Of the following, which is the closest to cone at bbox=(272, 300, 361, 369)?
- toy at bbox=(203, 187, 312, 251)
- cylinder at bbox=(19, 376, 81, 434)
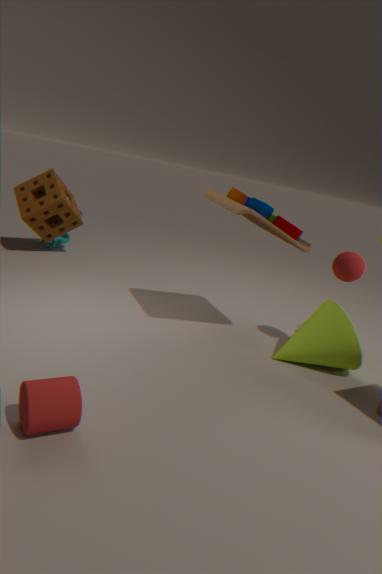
toy at bbox=(203, 187, 312, 251)
